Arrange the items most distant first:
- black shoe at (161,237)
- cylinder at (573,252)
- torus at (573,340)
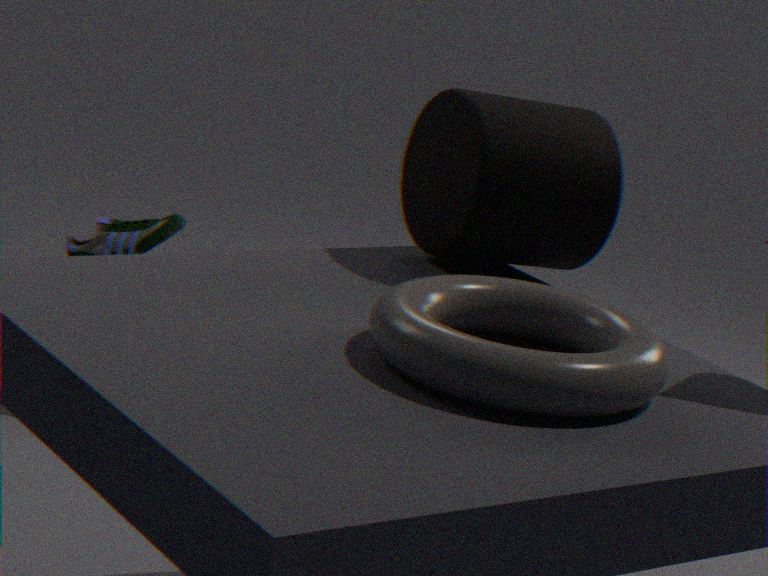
1. black shoe at (161,237)
2. cylinder at (573,252)
3. torus at (573,340)
